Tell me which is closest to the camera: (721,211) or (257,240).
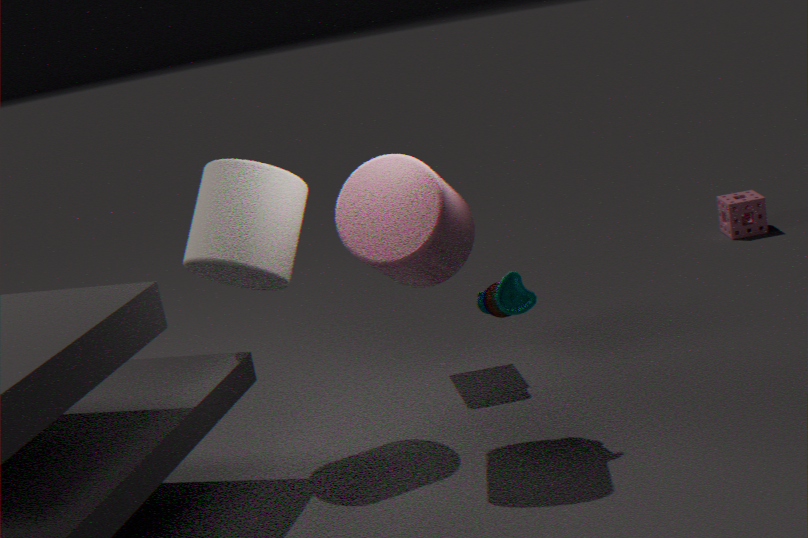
(257,240)
